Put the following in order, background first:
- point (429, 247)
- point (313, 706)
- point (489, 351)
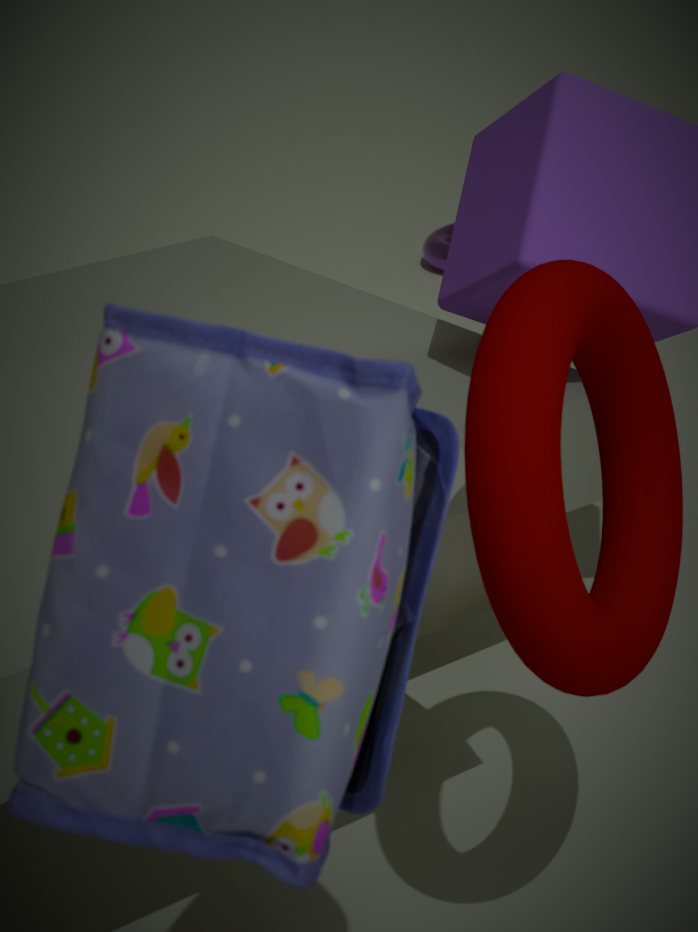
point (429, 247) → point (489, 351) → point (313, 706)
